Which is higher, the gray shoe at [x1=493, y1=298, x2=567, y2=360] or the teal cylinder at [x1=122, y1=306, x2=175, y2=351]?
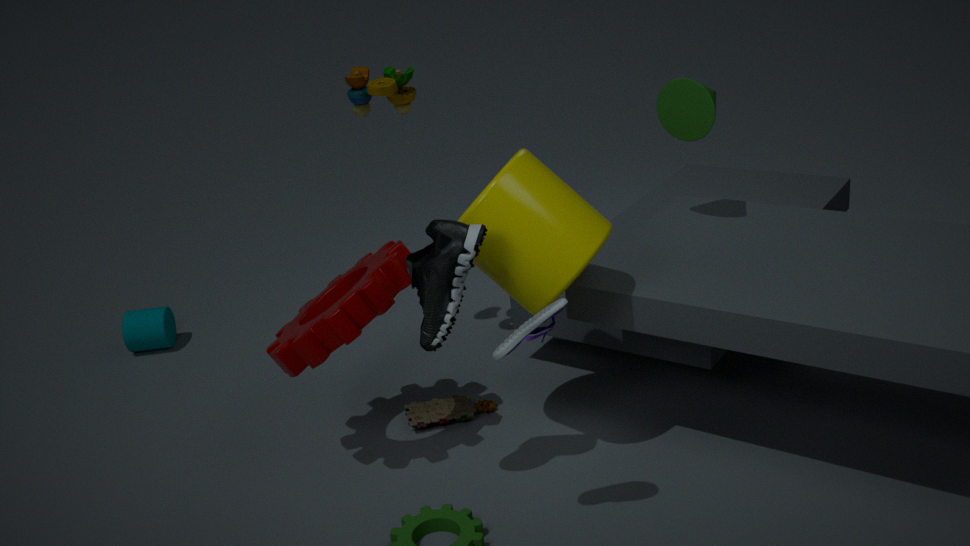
the gray shoe at [x1=493, y1=298, x2=567, y2=360]
